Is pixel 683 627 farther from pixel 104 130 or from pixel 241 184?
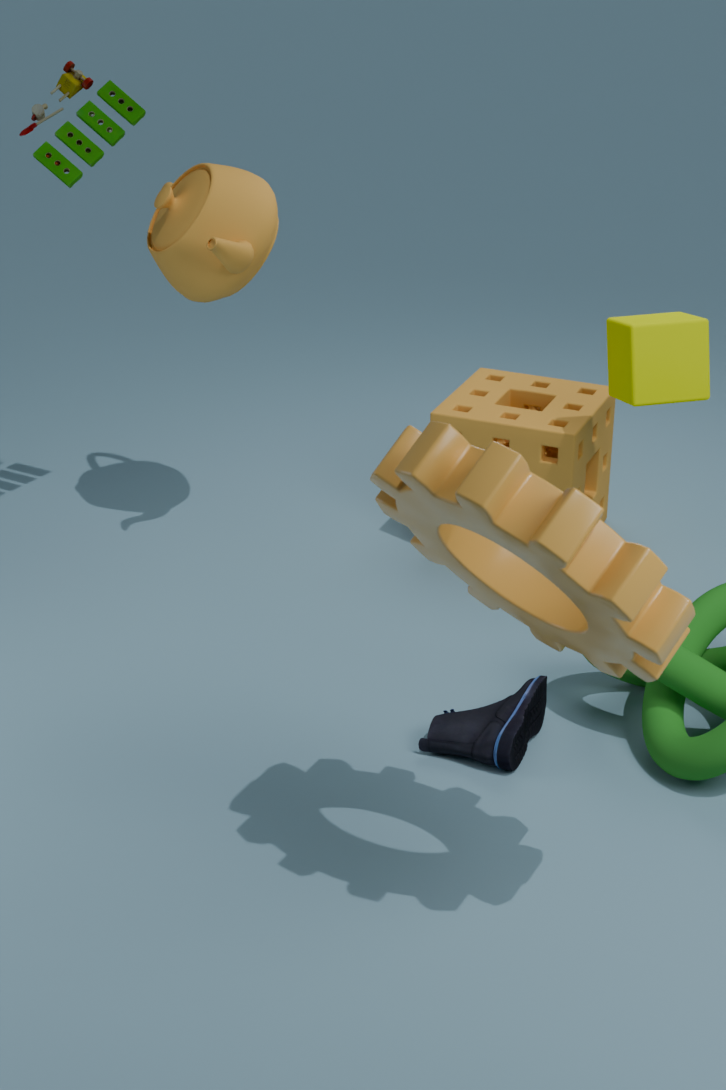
pixel 104 130
